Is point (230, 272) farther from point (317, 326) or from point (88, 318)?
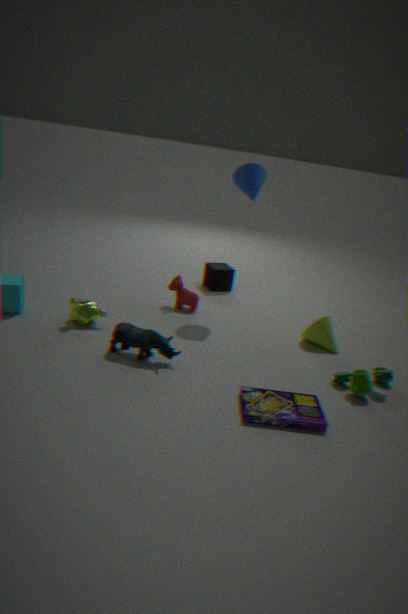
point (88, 318)
